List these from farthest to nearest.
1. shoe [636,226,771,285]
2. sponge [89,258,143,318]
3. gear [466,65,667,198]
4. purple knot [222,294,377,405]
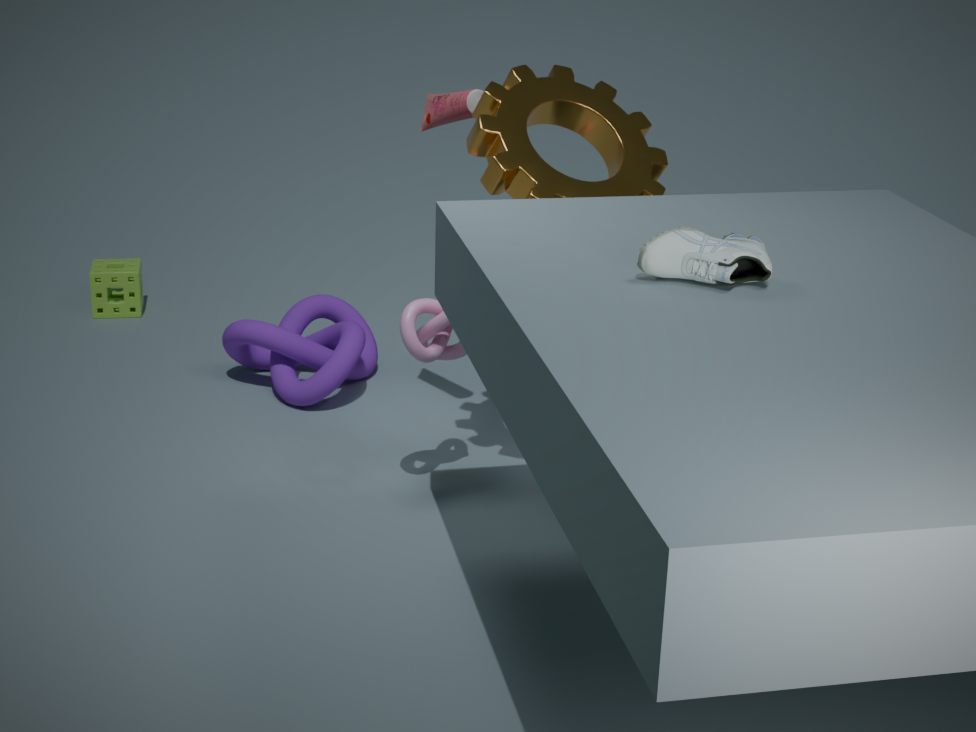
sponge [89,258,143,318] → purple knot [222,294,377,405] → gear [466,65,667,198] → shoe [636,226,771,285]
